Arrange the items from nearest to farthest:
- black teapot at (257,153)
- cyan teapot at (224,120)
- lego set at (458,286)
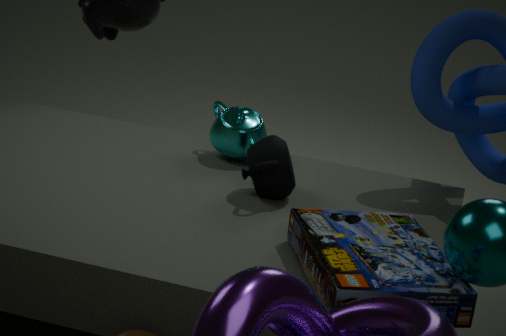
lego set at (458,286), black teapot at (257,153), cyan teapot at (224,120)
